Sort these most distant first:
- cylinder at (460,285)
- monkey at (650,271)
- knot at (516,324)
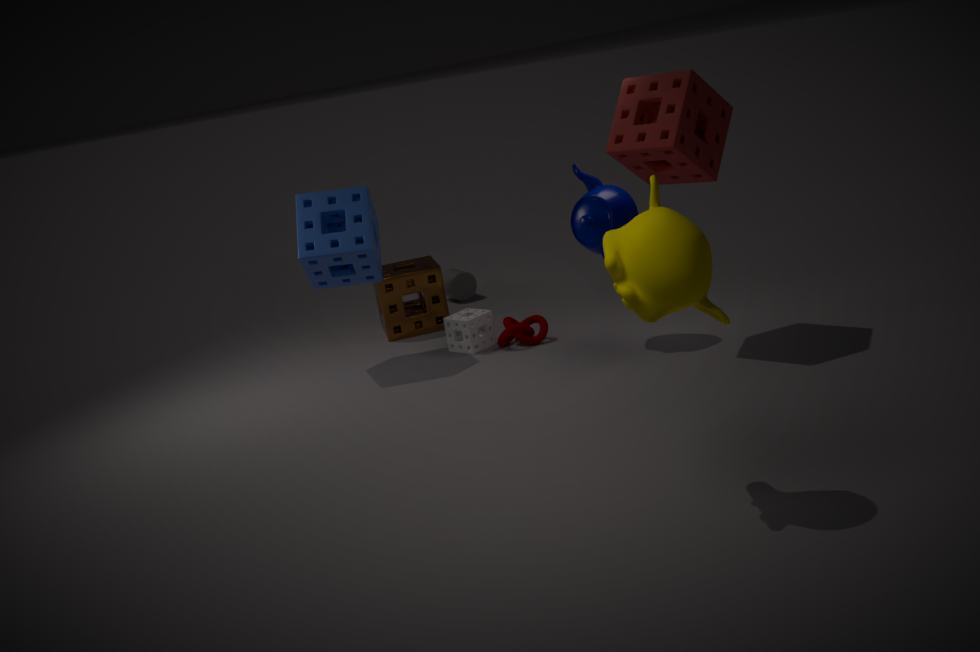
cylinder at (460,285)
knot at (516,324)
monkey at (650,271)
